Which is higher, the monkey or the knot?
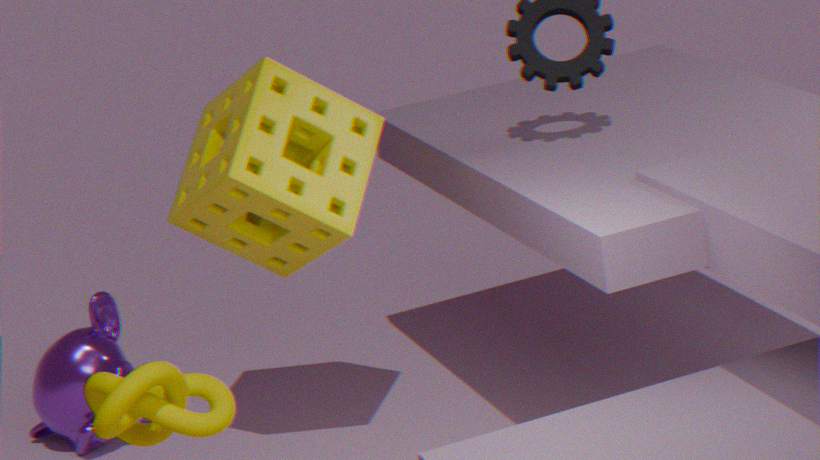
the knot
